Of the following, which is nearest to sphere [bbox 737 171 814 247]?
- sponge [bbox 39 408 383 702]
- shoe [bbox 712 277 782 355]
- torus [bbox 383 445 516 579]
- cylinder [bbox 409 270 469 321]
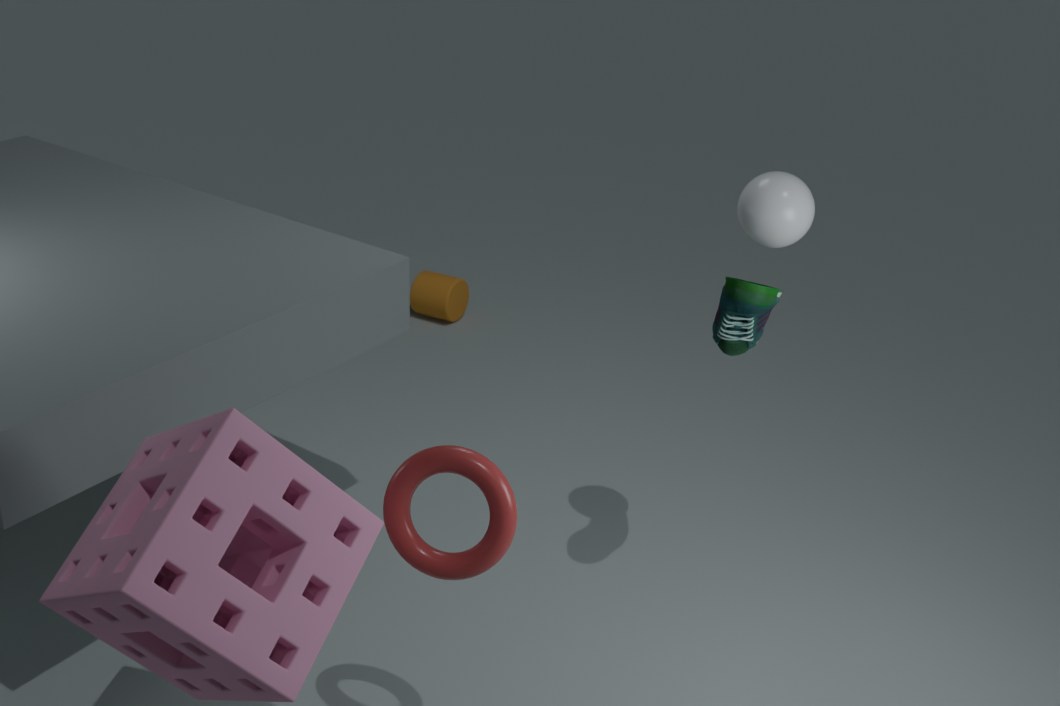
shoe [bbox 712 277 782 355]
